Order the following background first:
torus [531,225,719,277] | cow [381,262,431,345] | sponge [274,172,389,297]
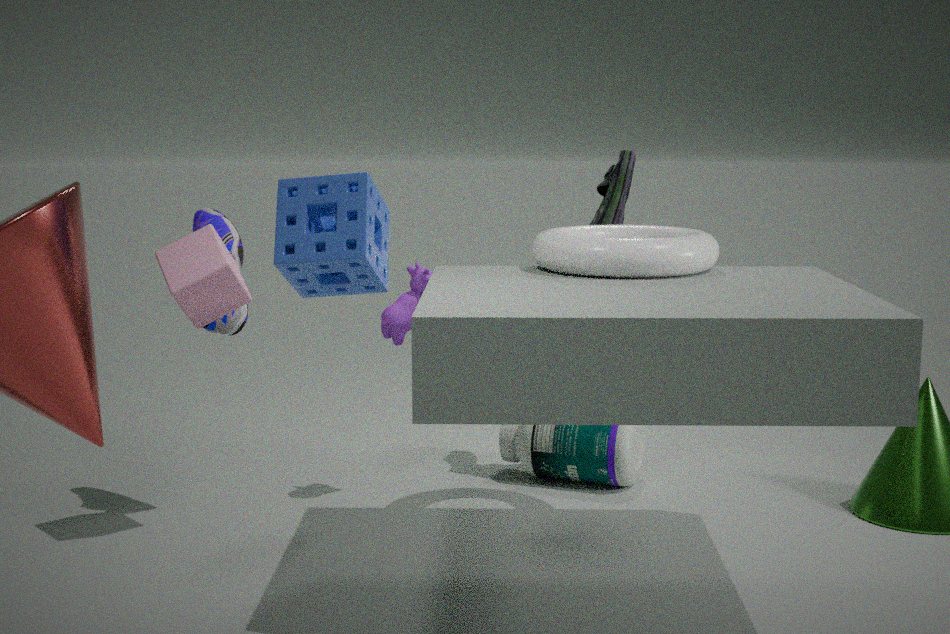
1. cow [381,262,431,345]
2. torus [531,225,719,277]
3. sponge [274,172,389,297]
